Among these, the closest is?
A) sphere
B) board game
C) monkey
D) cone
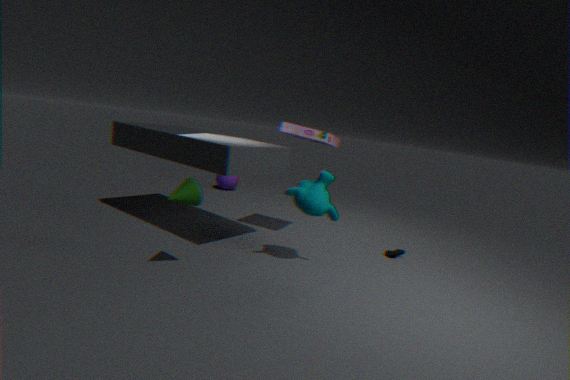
D. cone
